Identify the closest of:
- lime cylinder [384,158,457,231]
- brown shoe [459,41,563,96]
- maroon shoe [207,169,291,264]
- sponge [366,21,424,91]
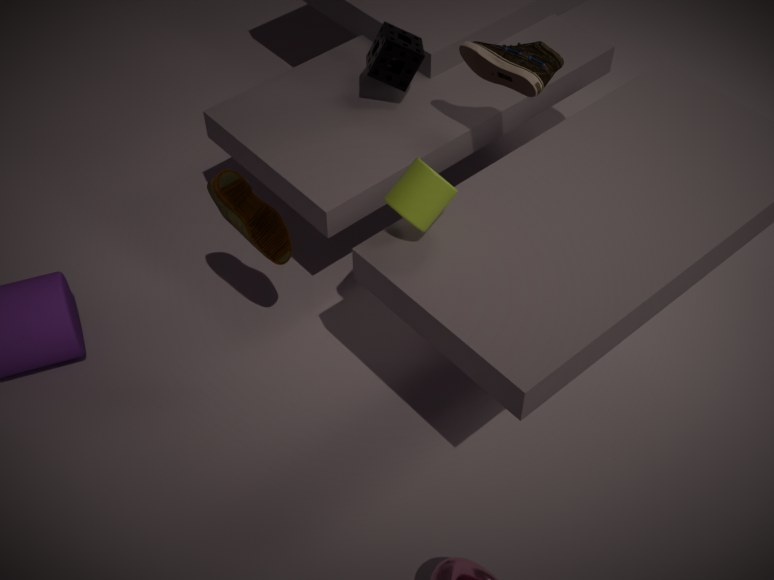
lime cylinder [384,158,457,231]
